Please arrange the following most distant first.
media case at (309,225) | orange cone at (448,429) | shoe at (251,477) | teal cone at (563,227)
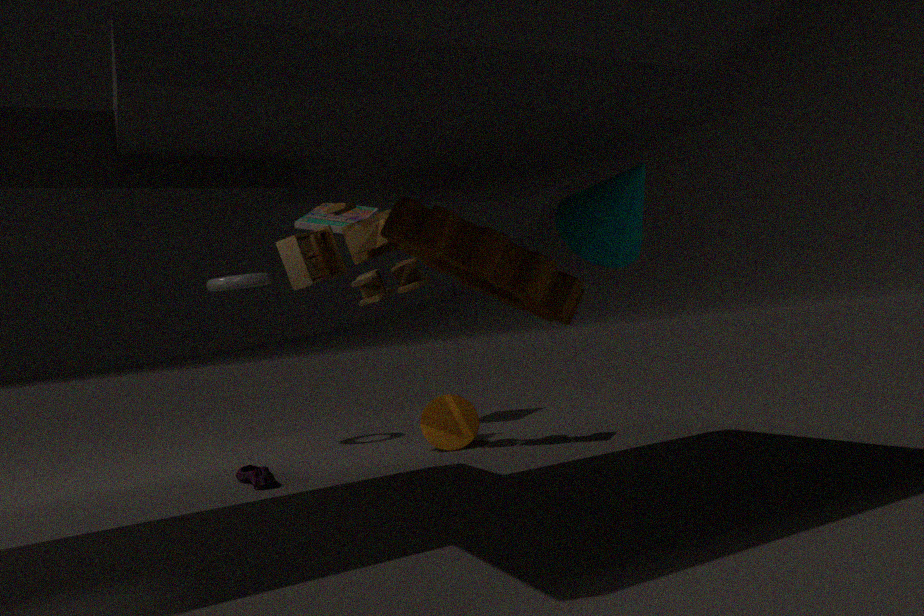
media case at (309,225)
orange cone at (448,429)
shoe at (251,477)
teal cone at (563,227)
